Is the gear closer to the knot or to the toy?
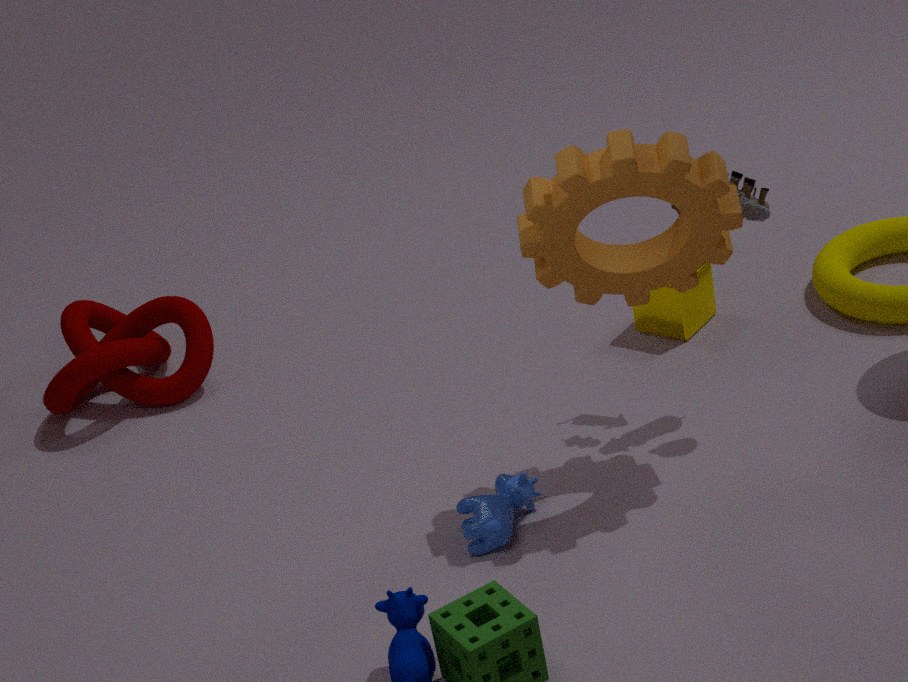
the toy
